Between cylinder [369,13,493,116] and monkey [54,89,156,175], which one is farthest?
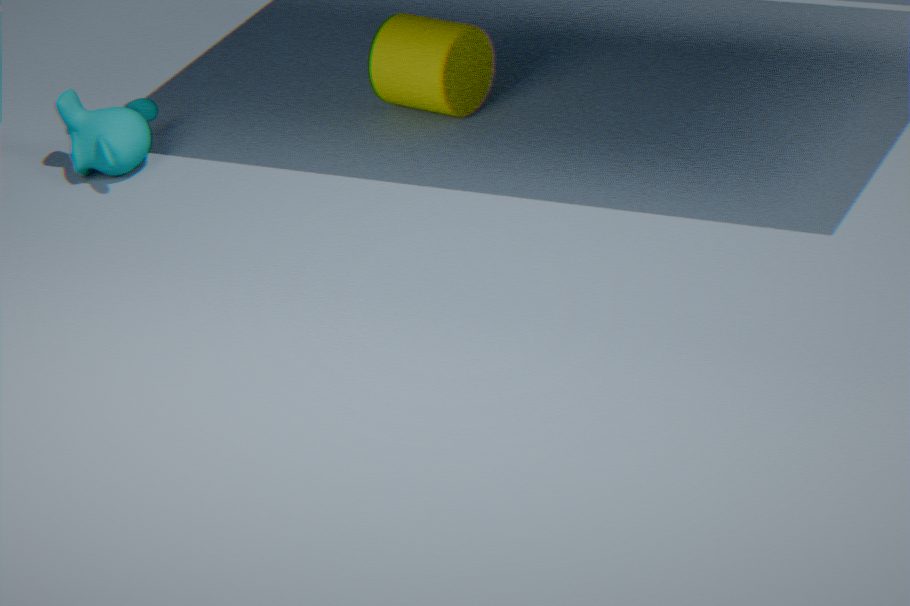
cylinder [369,13,493,116]
